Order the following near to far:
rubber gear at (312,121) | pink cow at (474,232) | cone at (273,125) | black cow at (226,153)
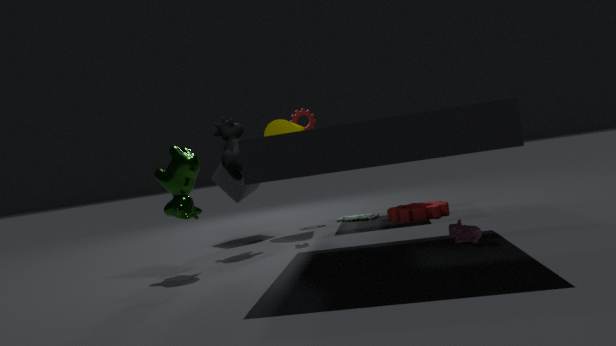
pink cow at (474,232) → black cow at (226,153) → cone at (273,125) → rubber gear at (312,121)
